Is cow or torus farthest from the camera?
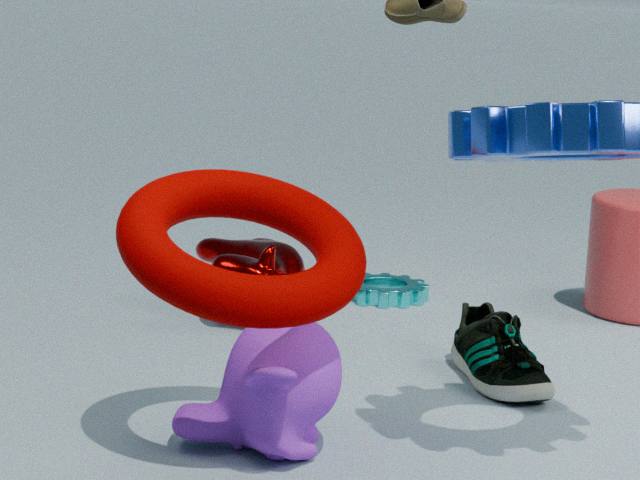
cow
